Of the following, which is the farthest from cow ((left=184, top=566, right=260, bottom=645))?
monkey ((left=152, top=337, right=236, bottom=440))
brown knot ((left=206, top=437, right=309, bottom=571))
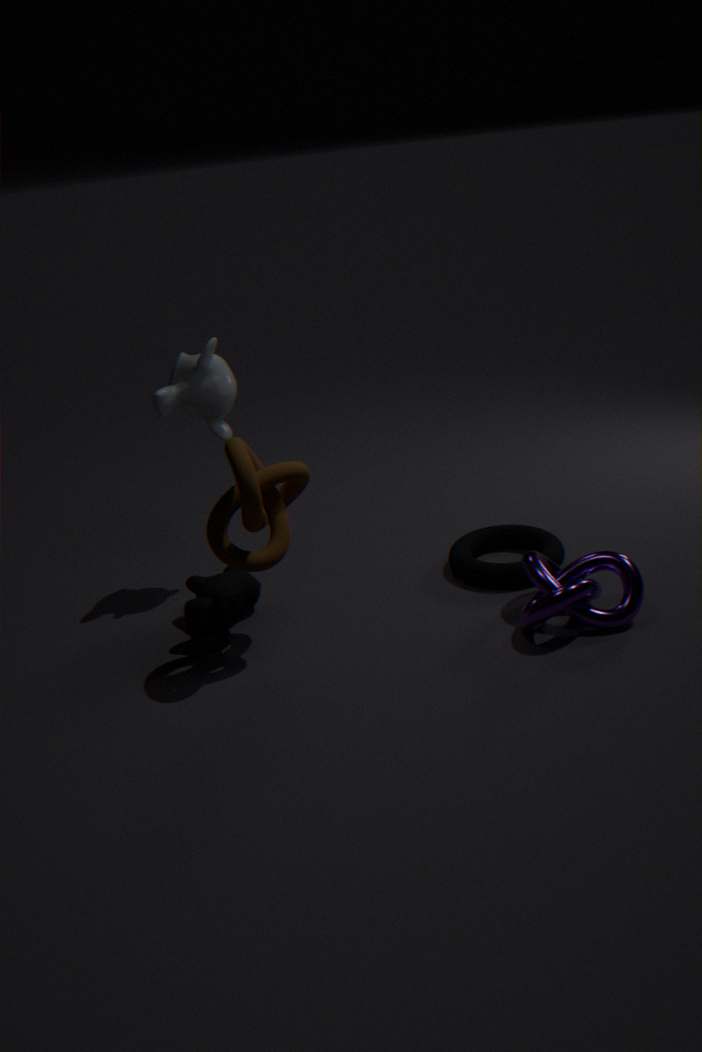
monkey ((left=152, top=337, right=236, bottom=440))
